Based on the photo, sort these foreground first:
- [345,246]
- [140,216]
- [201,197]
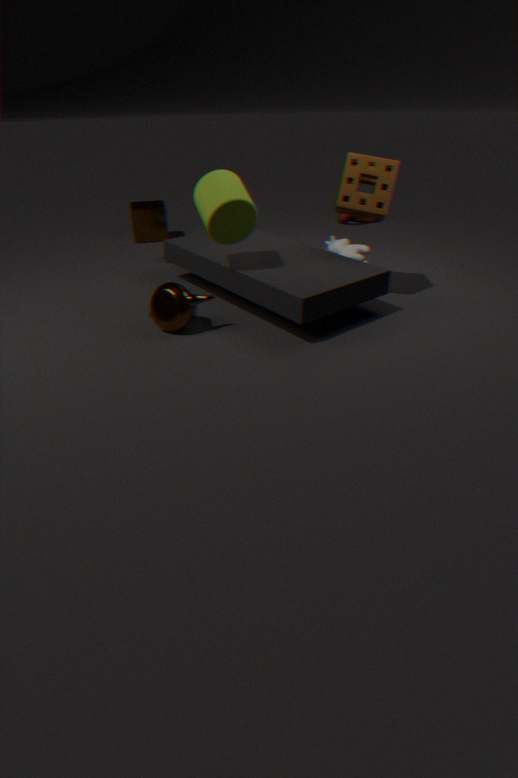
[201,197]
[345,246]
[140,216]
